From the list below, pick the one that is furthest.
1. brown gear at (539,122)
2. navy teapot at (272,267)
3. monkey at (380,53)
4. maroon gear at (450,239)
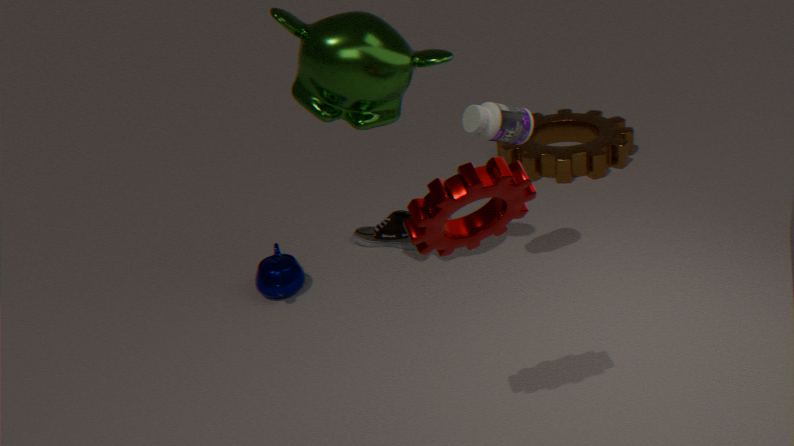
brown gear at (539,122)
